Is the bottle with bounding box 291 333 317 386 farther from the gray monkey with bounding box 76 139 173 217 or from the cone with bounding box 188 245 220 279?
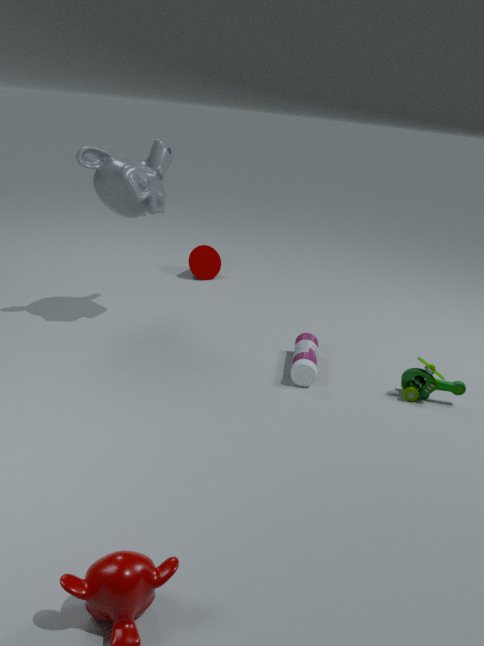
the cone with bounding box 188 245 220 279
